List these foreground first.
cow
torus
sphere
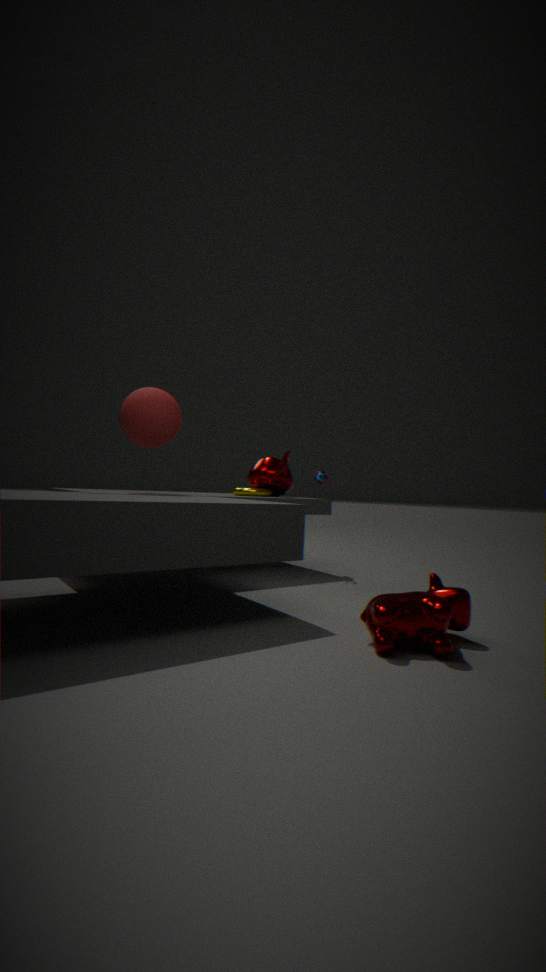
cow → sphere → torus
